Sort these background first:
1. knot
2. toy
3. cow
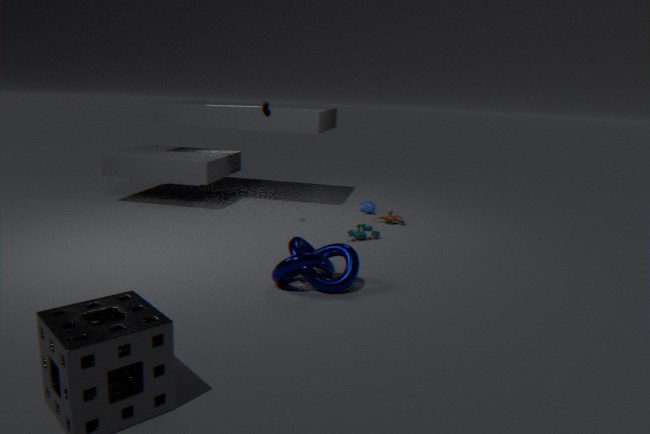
cow → toy → knot
